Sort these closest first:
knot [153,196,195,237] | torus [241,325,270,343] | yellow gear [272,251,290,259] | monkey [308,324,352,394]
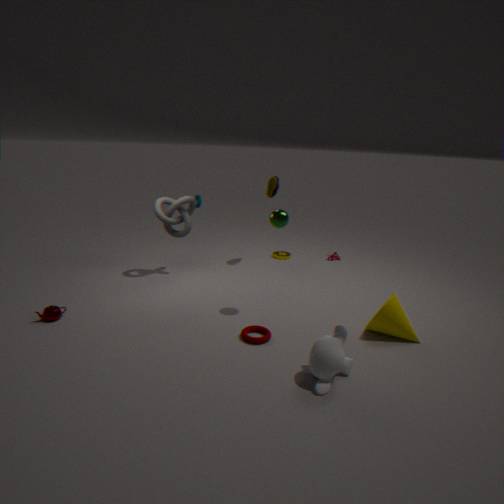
monkey [308,324,352,394]
torus [241,325,270,343]
knot [153,196,195,237]
yellow gear [272,251,290,259]
